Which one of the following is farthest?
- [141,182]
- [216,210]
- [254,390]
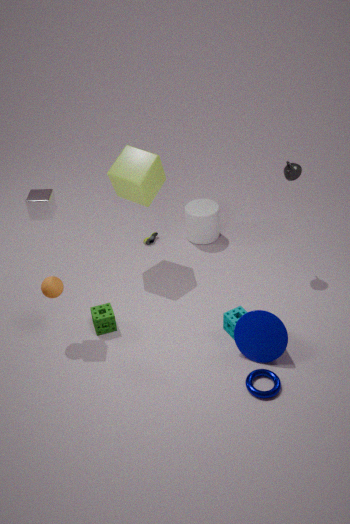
[216,210]
